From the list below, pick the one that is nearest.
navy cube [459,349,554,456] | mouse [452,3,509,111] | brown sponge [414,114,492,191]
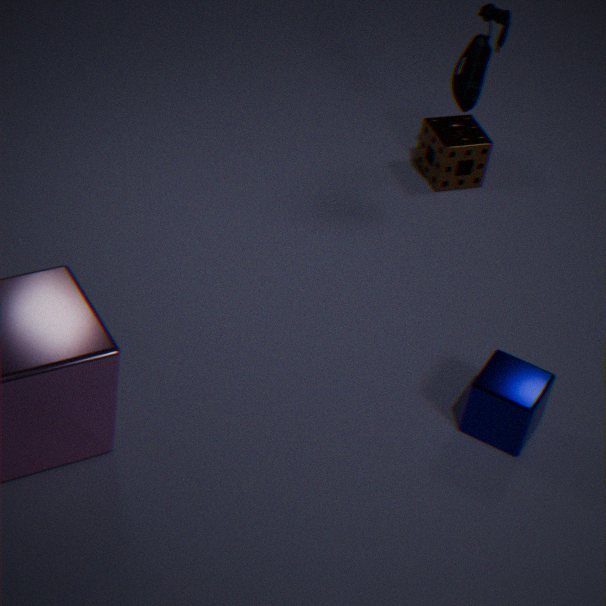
navy cube [459,349,554,456]
